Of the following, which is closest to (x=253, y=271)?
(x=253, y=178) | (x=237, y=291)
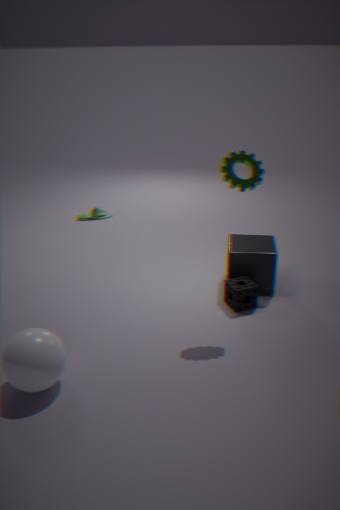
(x=237, y=291)
